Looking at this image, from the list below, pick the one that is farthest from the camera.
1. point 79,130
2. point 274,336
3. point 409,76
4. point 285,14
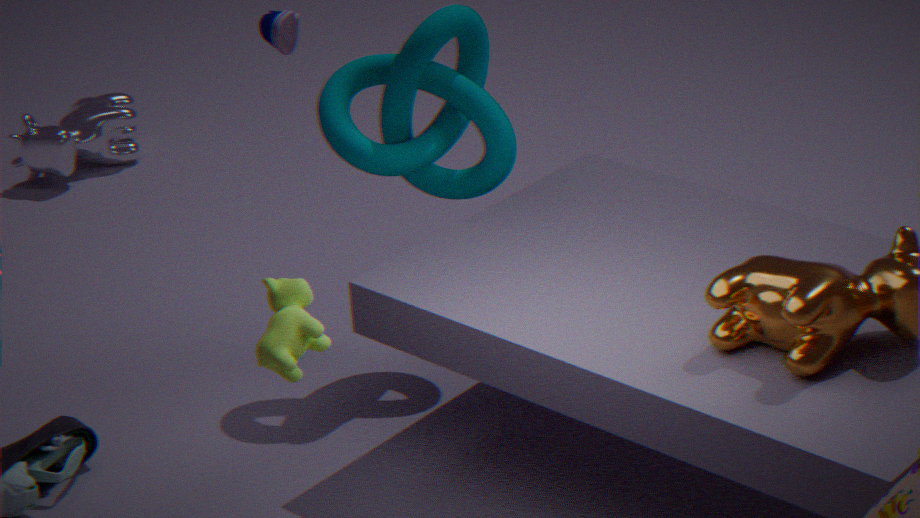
point 79,130
